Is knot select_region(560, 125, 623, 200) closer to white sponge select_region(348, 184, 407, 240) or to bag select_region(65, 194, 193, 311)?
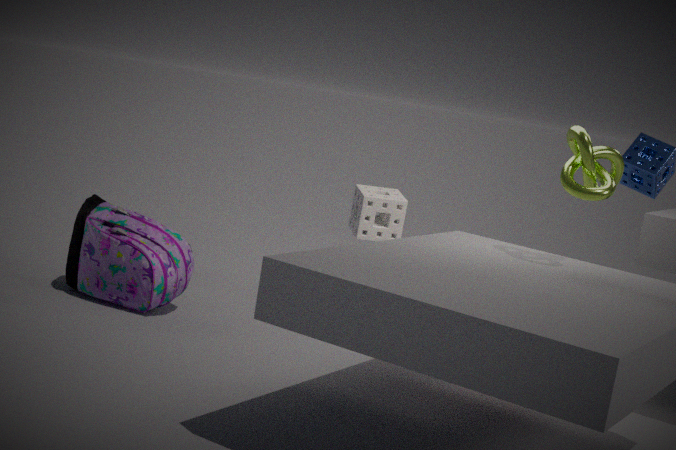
white sponge select_region(348, 184, 407, 240)
